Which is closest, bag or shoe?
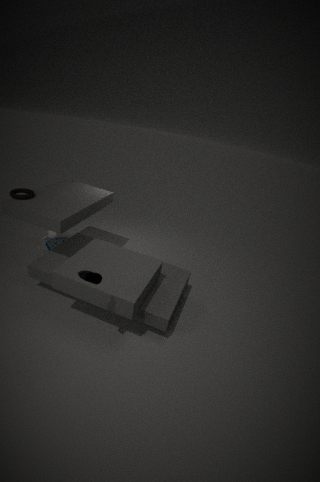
shoe
